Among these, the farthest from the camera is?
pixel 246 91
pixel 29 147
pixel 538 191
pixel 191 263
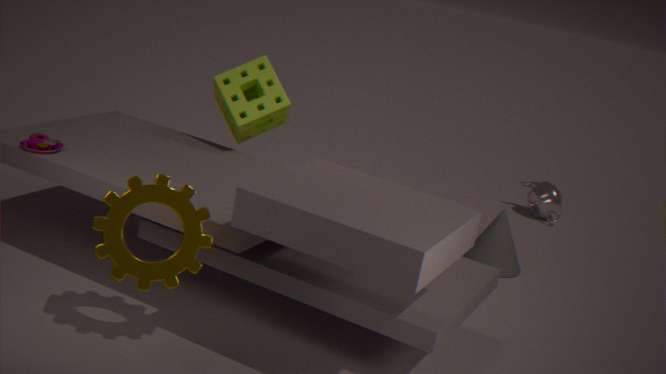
pixel 538 191
